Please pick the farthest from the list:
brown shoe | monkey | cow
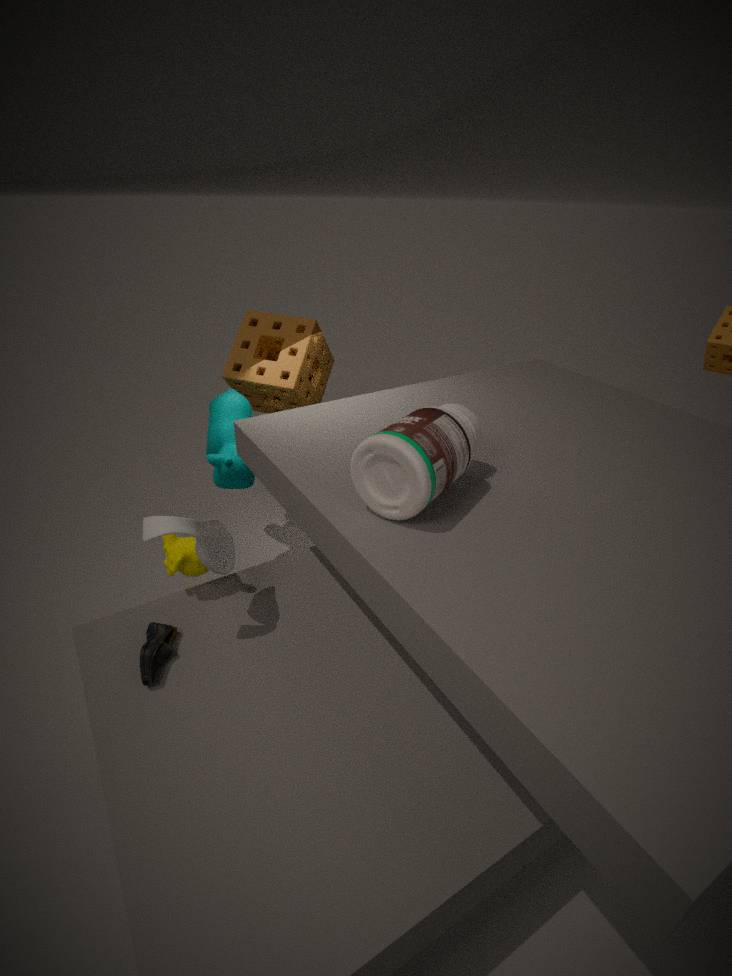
cow
